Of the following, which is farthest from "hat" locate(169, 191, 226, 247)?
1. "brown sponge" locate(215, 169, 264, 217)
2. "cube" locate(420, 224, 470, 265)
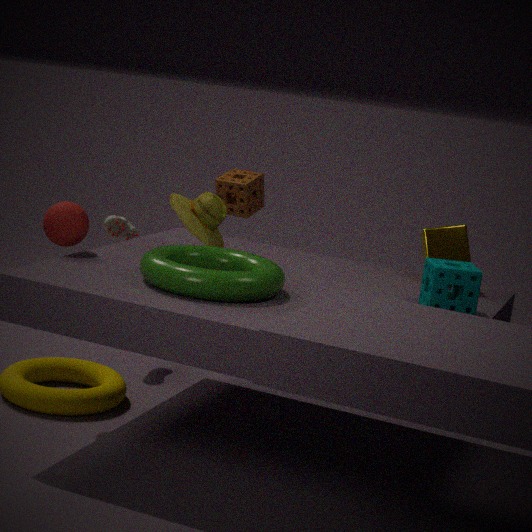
"cube" locate(420, 224, 470, 265)
